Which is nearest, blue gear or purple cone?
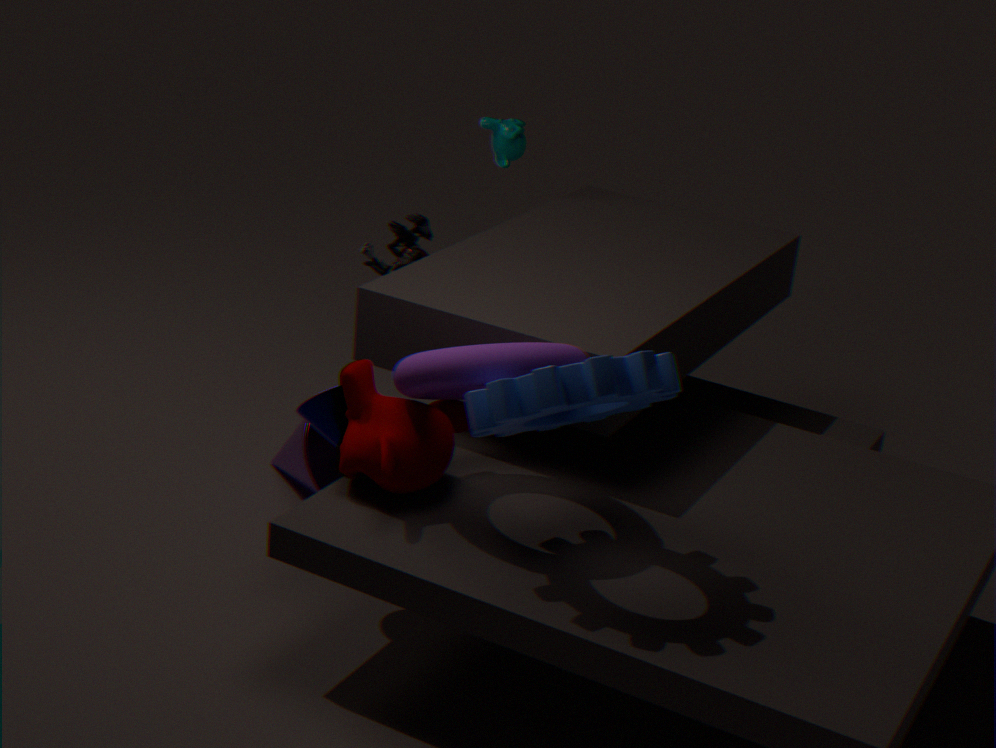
blue gear
